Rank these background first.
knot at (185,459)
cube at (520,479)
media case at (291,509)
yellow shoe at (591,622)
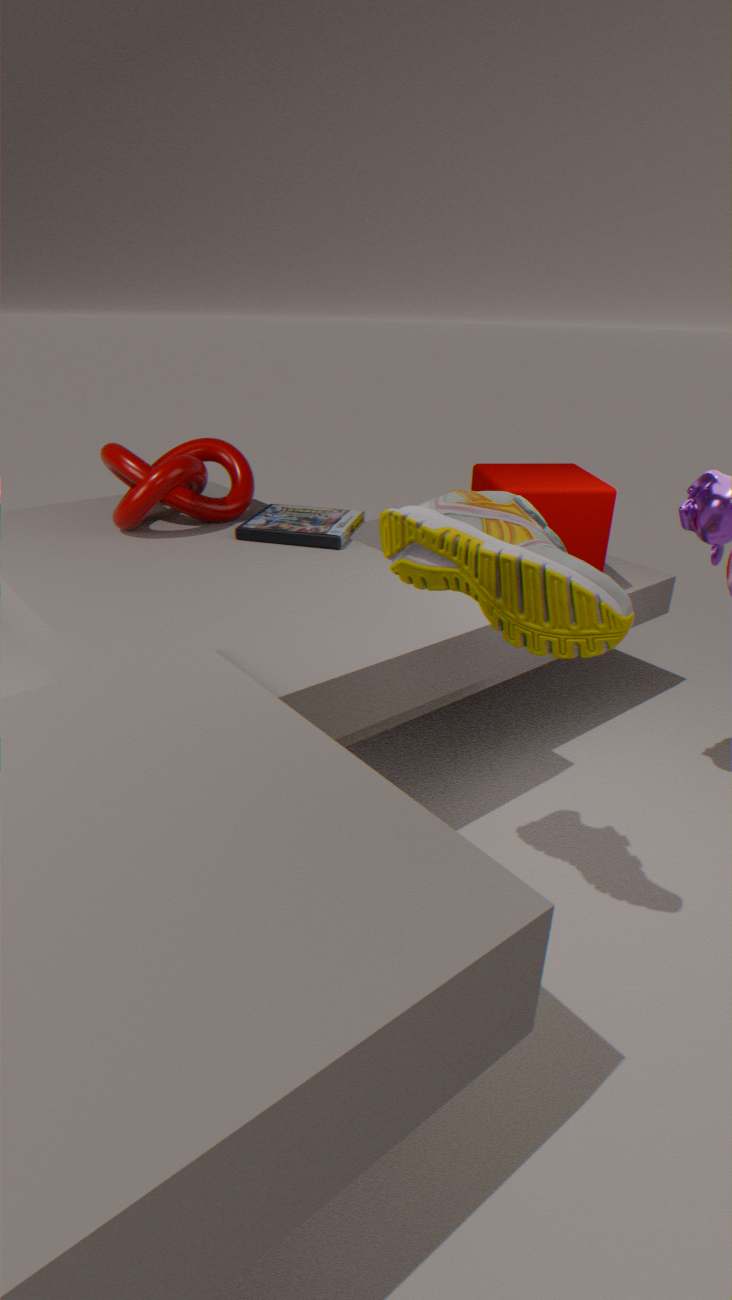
1. media case at (291,509)
2. knot at (185,459)
3. cube at (520,479)
4. yellow shoe at (591,622)
